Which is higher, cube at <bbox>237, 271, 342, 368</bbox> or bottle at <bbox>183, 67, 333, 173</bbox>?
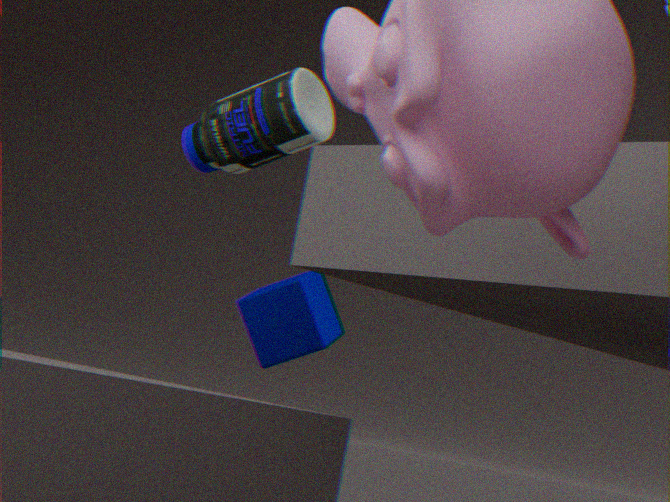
bottle at <bbox>183, 67, 333, 173</bbox>
